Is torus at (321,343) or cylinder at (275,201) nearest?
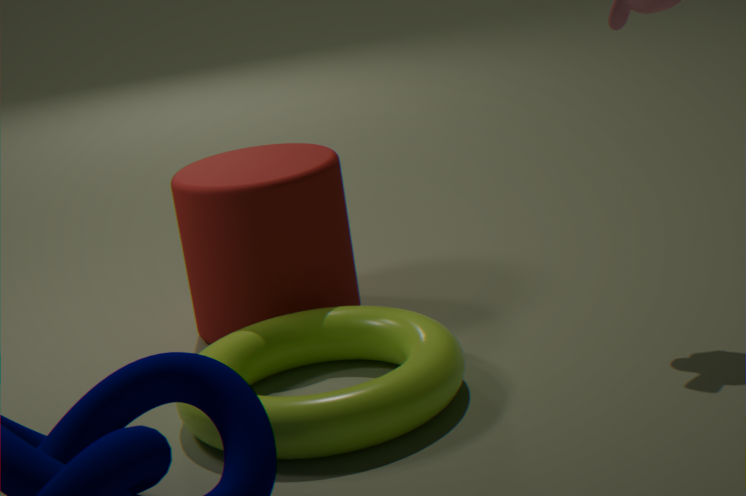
torus at (321,343)
